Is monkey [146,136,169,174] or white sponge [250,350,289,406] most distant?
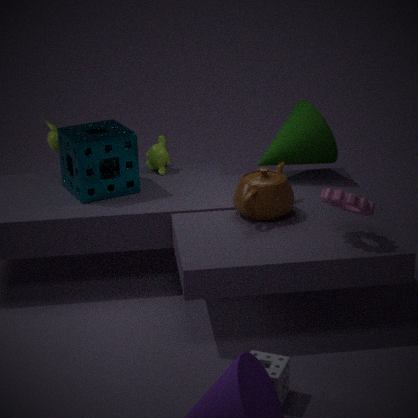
monkey [146,136,169,174]
